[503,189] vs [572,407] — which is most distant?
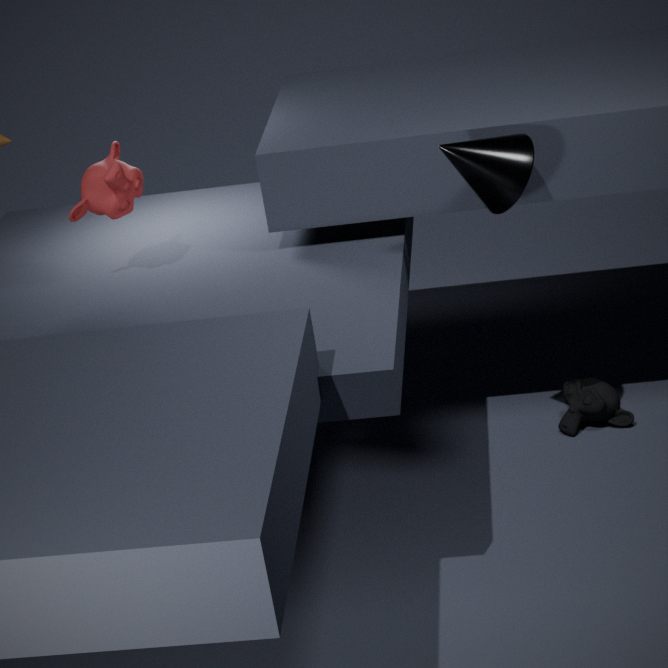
[572,407]
